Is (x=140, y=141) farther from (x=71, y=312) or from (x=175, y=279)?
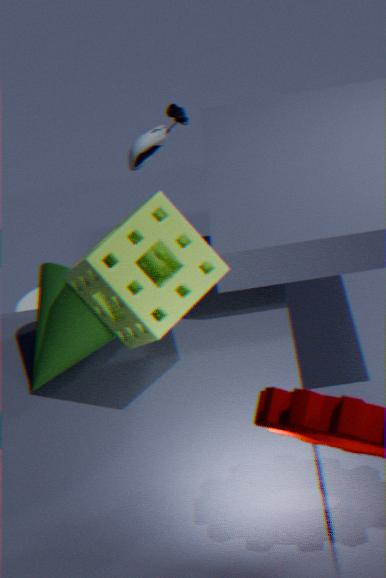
(x=175, y=279)
